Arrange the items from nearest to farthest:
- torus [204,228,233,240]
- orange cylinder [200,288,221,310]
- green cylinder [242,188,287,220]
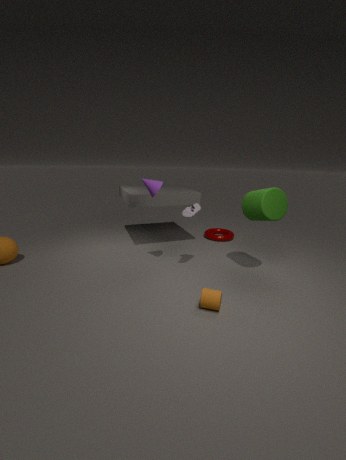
orange cylinder [200,288,221,310] → green cylinder [242,188,287,220] → torus [204,228,233,240]
